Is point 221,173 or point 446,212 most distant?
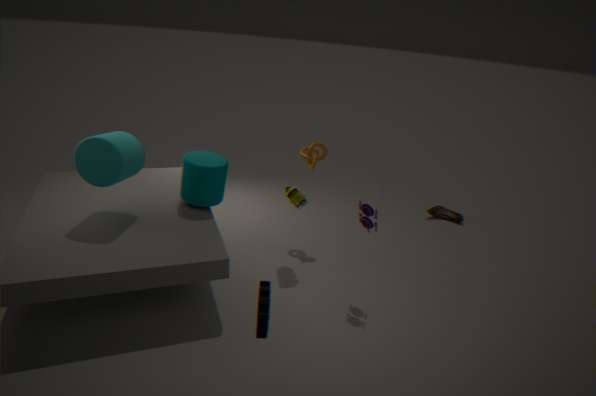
point 446,212
